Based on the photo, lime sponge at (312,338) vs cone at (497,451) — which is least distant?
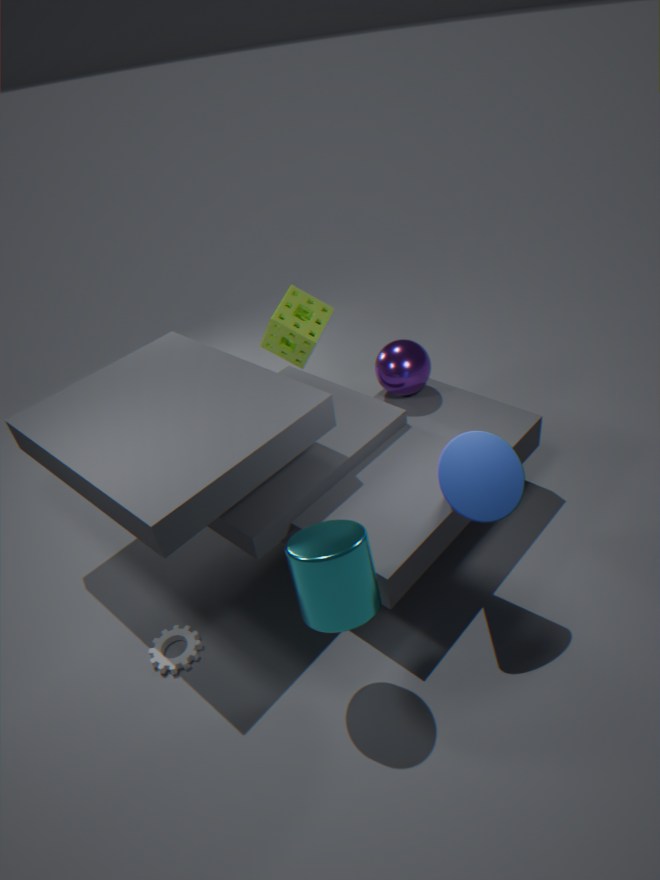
cone at (497,451)
